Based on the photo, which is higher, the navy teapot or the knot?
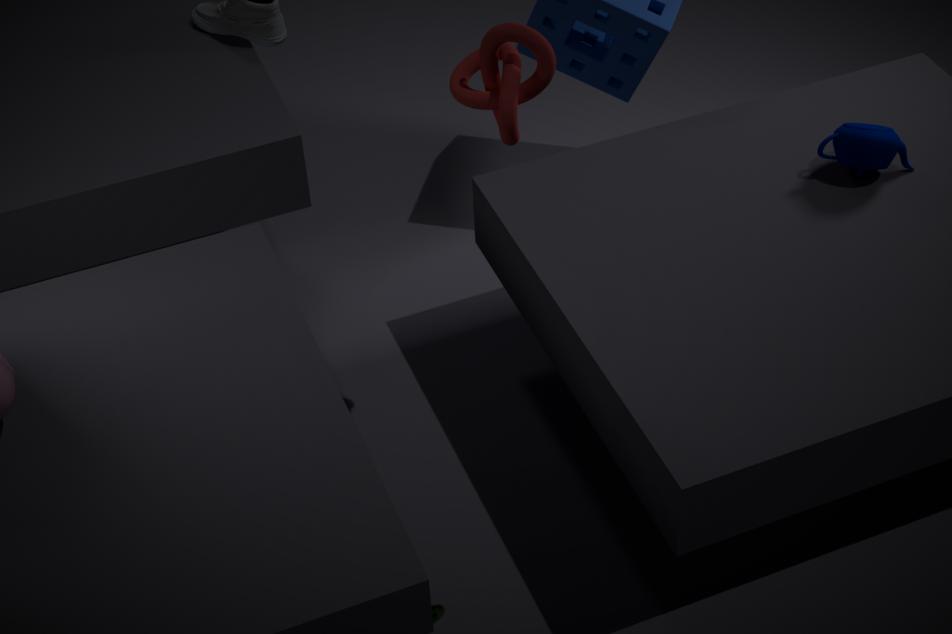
the knot
